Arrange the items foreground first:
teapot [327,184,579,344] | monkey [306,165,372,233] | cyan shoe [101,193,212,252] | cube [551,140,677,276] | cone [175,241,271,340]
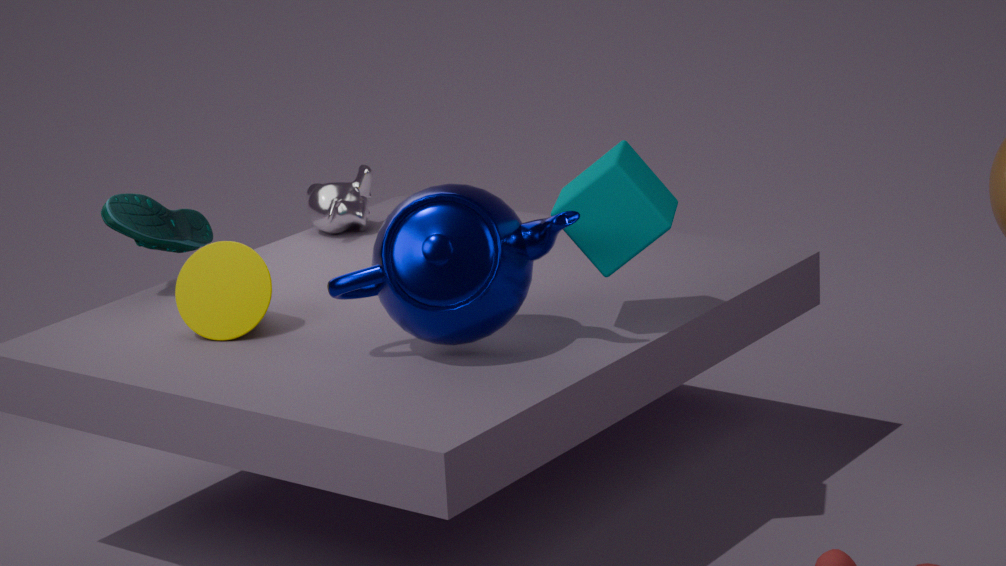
teapot [327,184,579,344], cube [551,140,677,276], cone [175,241,271,340], cyan shoe [101,193,212,252], monkey [306,165,372,233]
